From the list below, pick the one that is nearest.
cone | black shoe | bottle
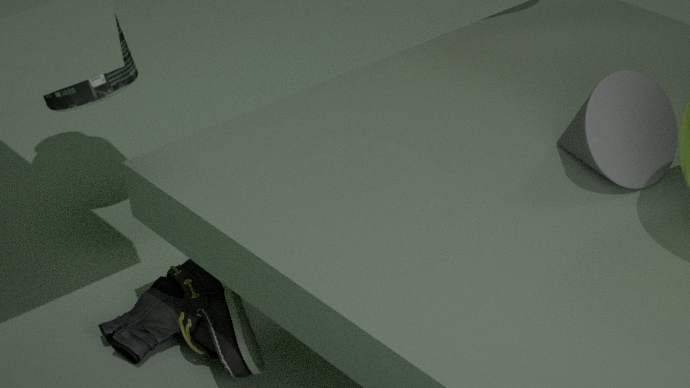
cone
